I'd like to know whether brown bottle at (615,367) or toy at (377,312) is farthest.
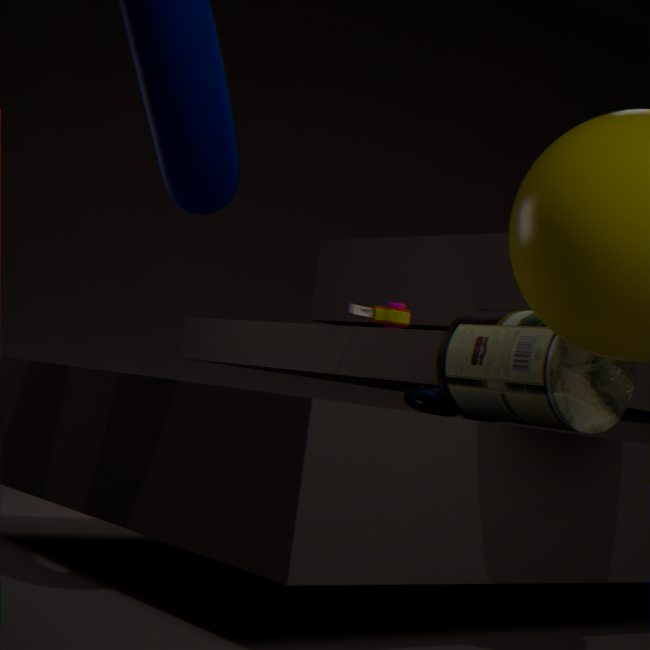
toy at (377,312)
